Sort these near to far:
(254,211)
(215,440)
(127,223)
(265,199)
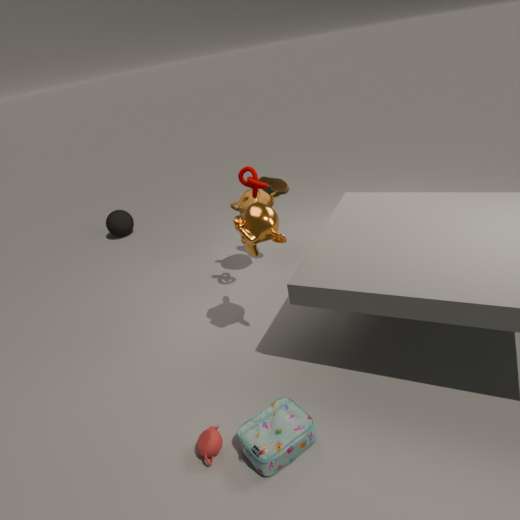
(215,440)
(254,211)
(265,199)
(127,223)
